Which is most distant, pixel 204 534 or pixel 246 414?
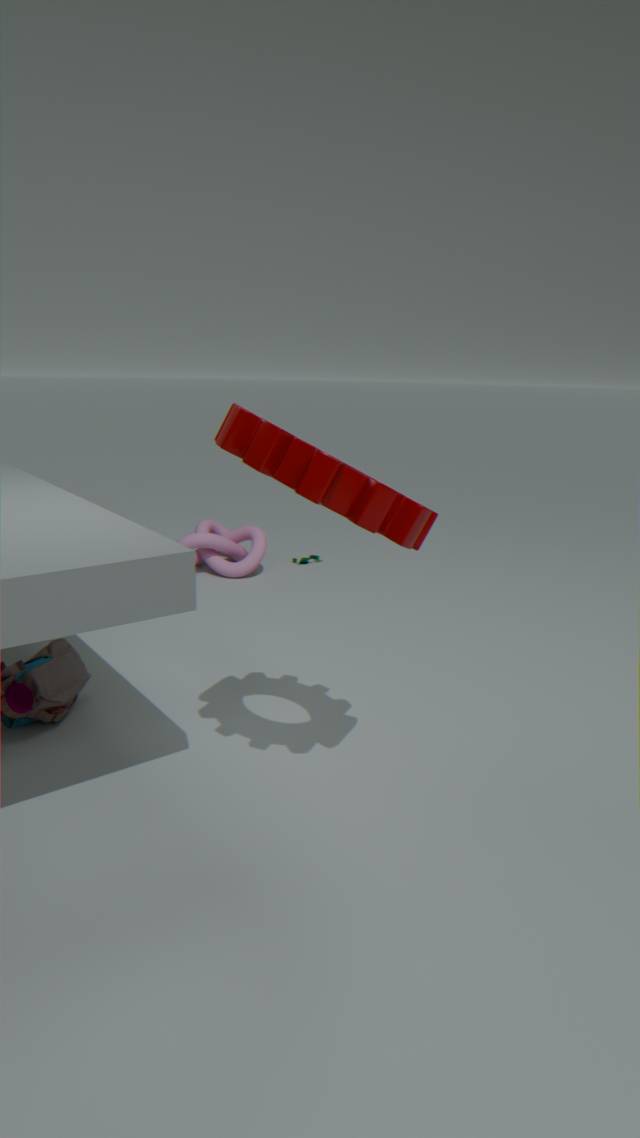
pixel 204 534
